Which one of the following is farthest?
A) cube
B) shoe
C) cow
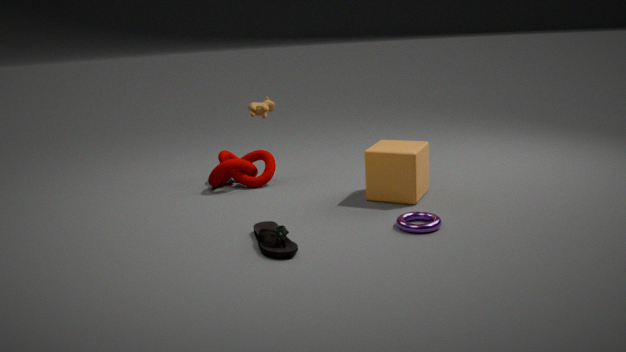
cow
